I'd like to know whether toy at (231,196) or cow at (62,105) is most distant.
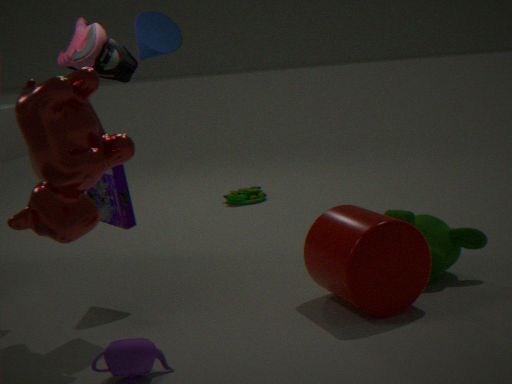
toy at (231,196)
